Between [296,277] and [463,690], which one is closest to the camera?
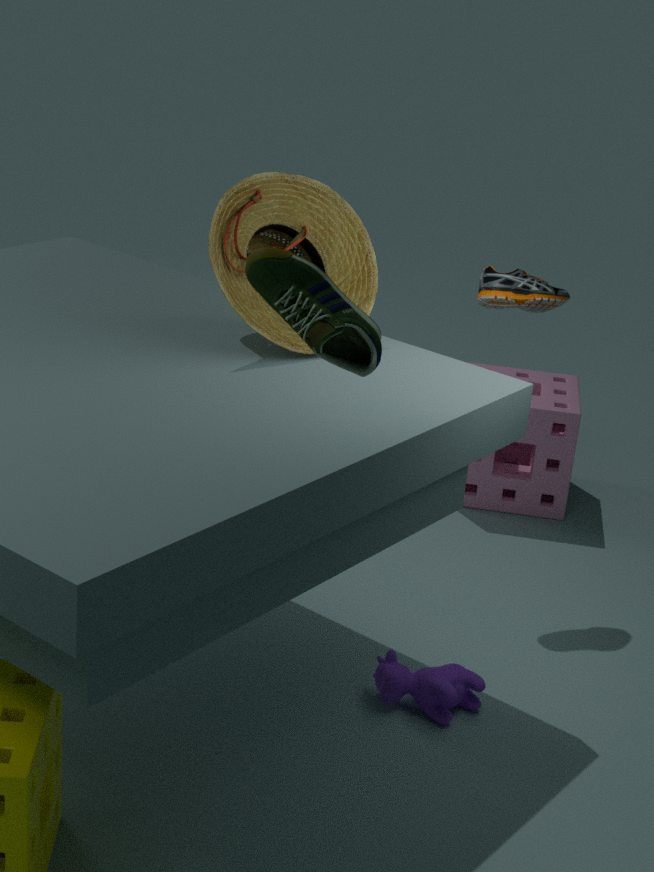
[296,277]
